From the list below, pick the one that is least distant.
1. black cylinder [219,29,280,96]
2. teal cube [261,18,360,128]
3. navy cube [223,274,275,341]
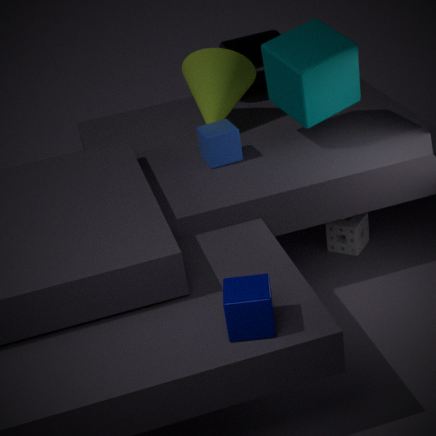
navy cube [223,274,275,341]
